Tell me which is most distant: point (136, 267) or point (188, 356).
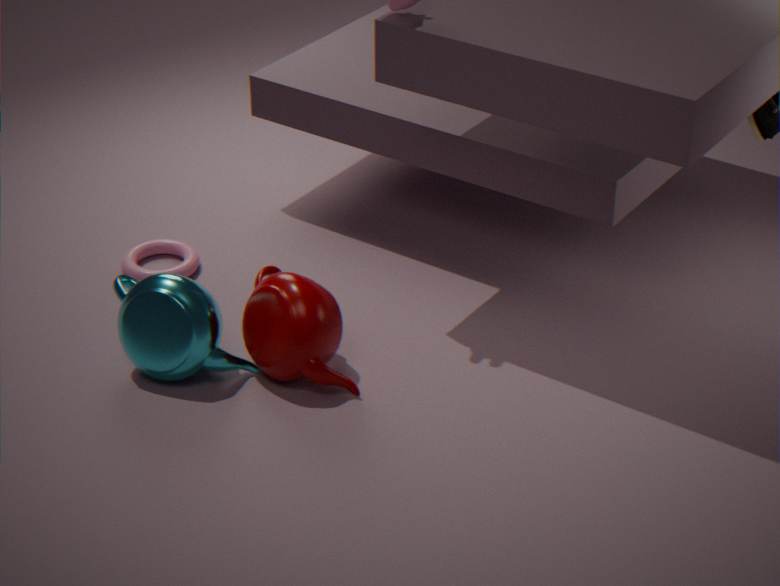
point (136, 267)
